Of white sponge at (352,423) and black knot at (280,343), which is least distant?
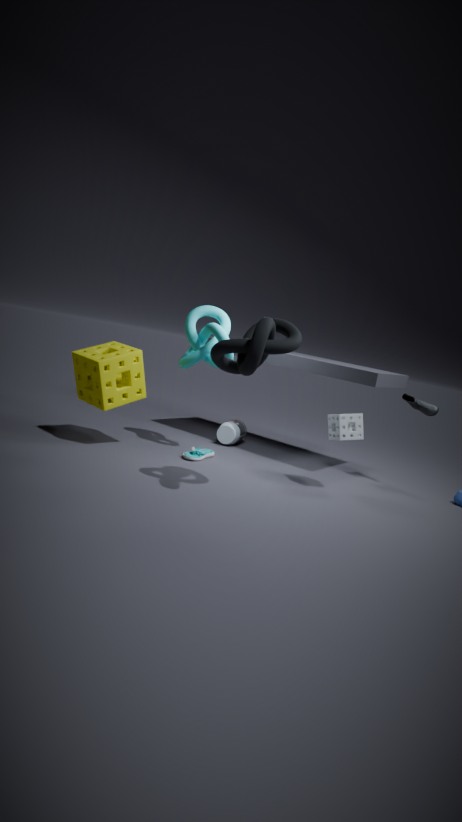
black knot at (280,343)
